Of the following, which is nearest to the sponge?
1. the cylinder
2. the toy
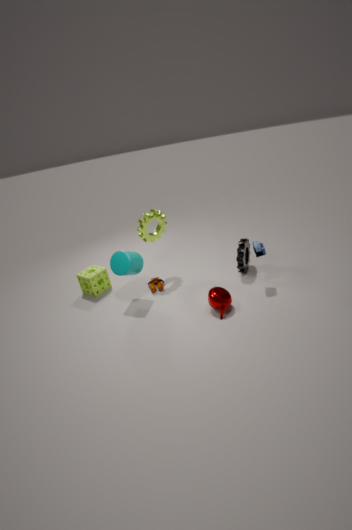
the cylinder
